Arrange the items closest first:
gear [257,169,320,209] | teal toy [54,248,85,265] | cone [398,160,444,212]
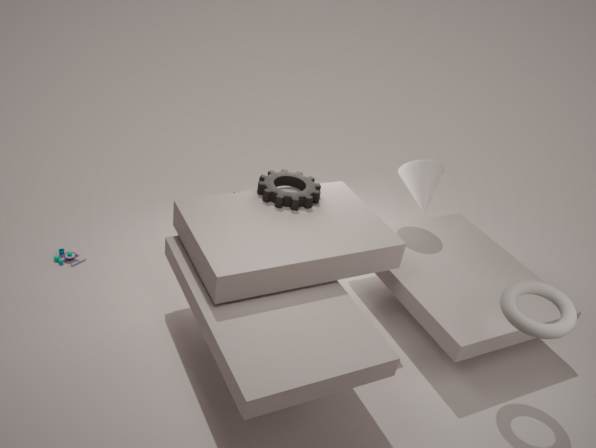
gear [257,169,320,209], teal toy [54,248,85,265], cone [398,160,444,212]
